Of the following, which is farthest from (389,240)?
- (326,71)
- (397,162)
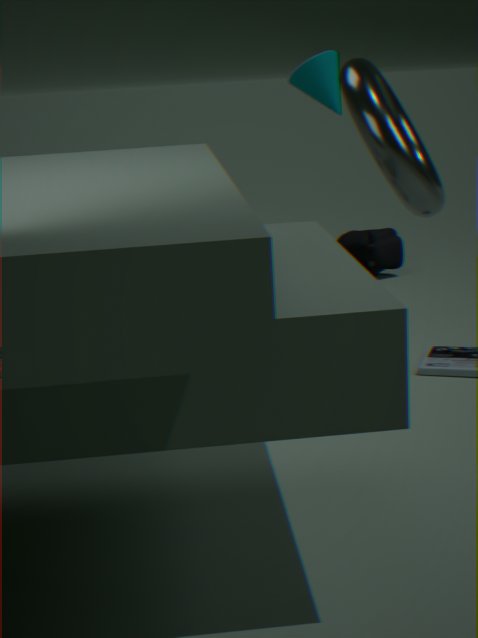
(397,162)
